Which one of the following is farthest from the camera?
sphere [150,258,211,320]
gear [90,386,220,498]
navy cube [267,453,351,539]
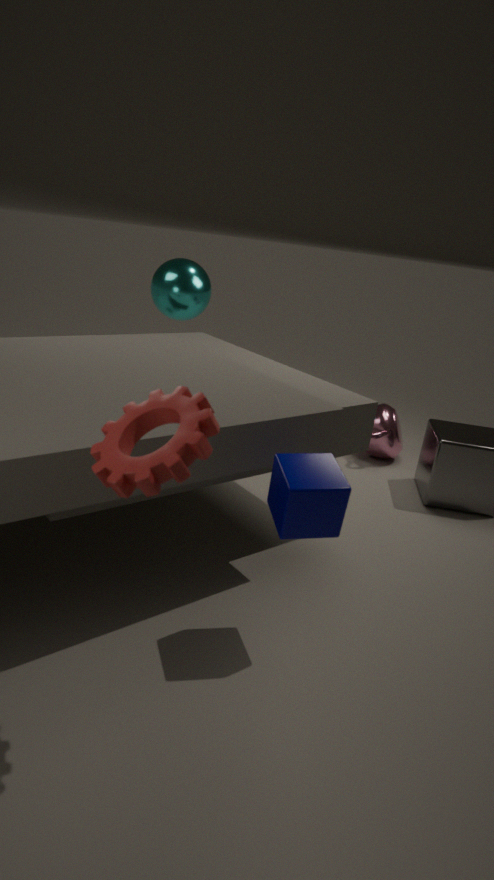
sphere [150,258,211,320]
